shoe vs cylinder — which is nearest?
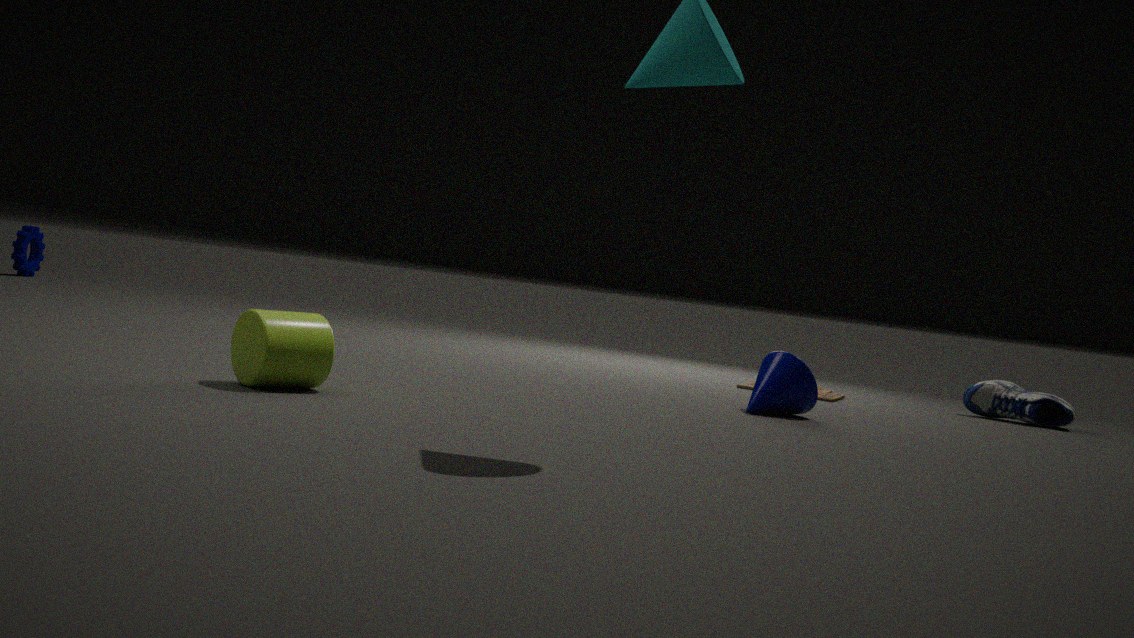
cylinder
